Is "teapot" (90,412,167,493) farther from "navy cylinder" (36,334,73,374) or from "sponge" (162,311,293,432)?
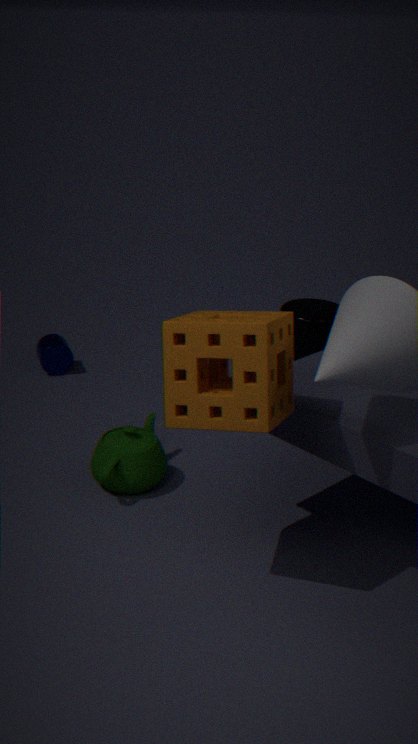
"navy cylinder" (36,334,73,374)
